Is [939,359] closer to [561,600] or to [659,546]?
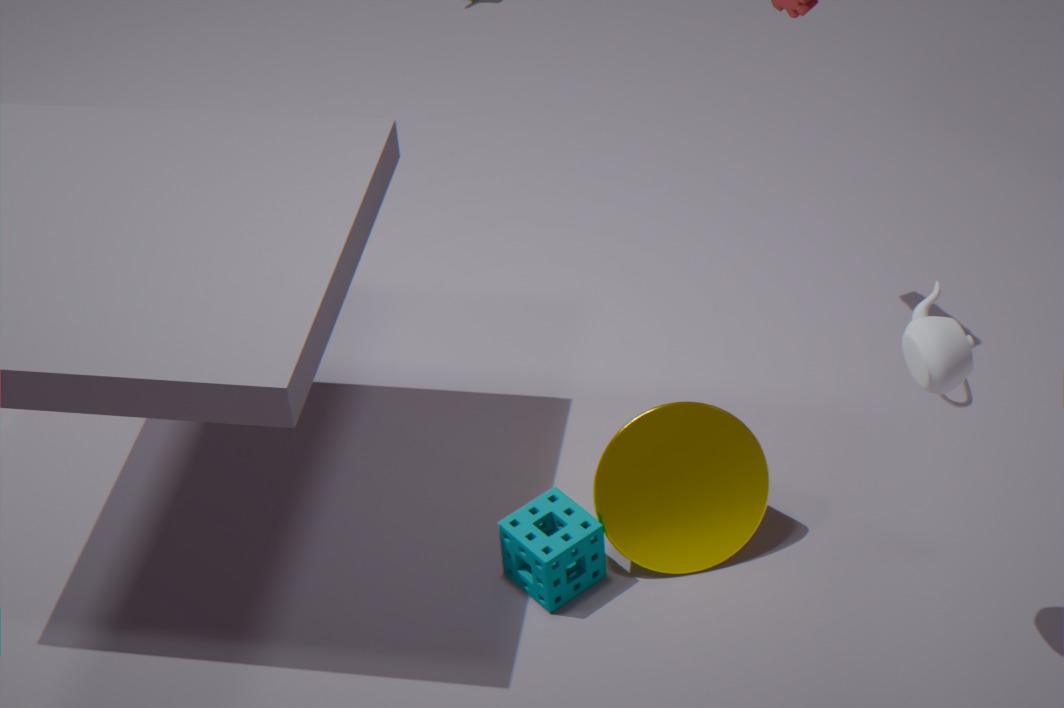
[659,546]
